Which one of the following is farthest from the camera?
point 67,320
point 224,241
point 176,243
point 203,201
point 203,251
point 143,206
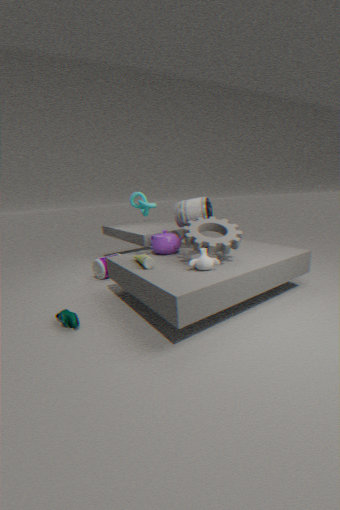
point 176,243
